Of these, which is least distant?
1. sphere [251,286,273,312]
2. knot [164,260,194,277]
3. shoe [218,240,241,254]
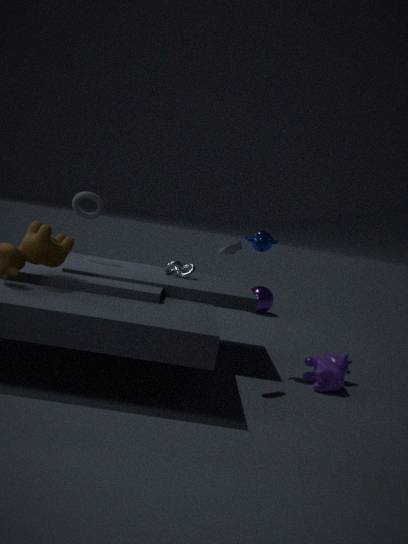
shoe [218,240,241,254]
